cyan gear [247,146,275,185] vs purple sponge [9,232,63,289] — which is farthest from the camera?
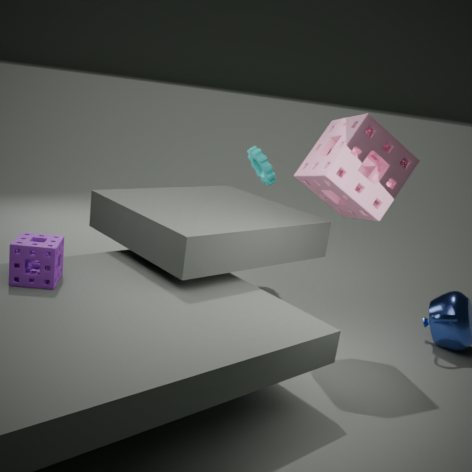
cyan gear [247,146,275,185]
